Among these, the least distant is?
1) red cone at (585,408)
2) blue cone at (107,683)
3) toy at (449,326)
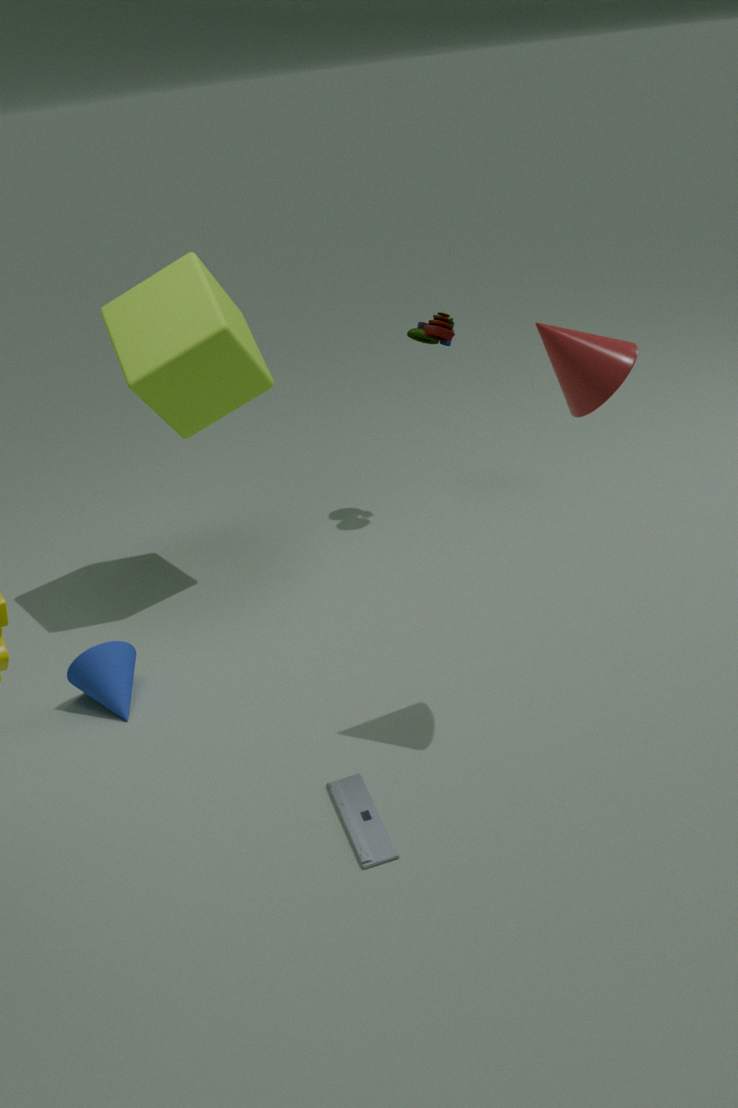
1. red cone at (585,408)
